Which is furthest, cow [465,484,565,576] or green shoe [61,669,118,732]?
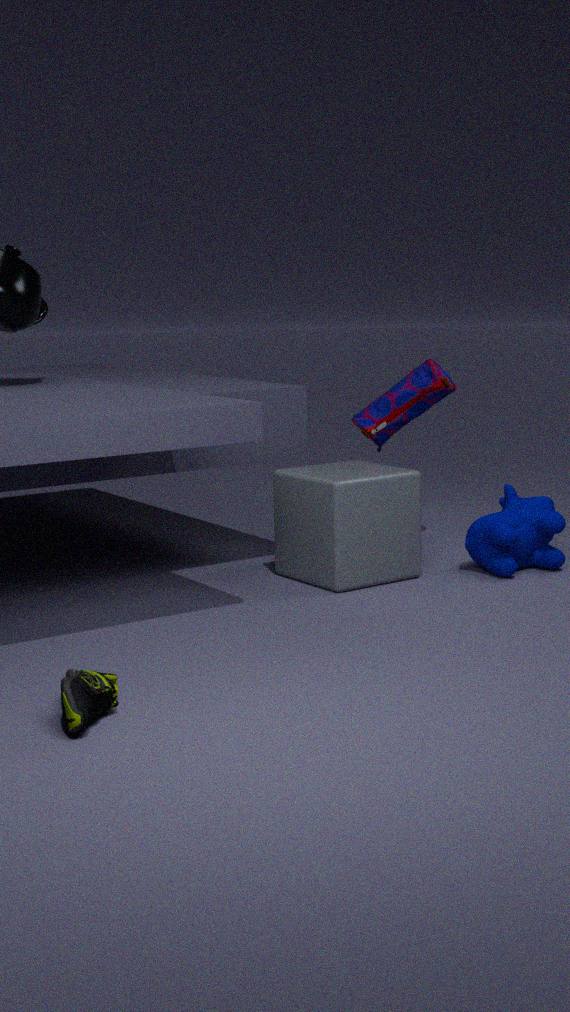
cow [465,484,565,576]
